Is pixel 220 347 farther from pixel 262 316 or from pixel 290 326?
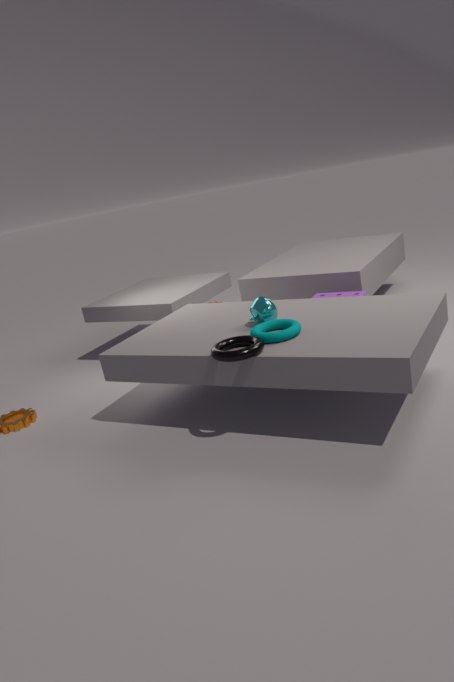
pixel 262 316
